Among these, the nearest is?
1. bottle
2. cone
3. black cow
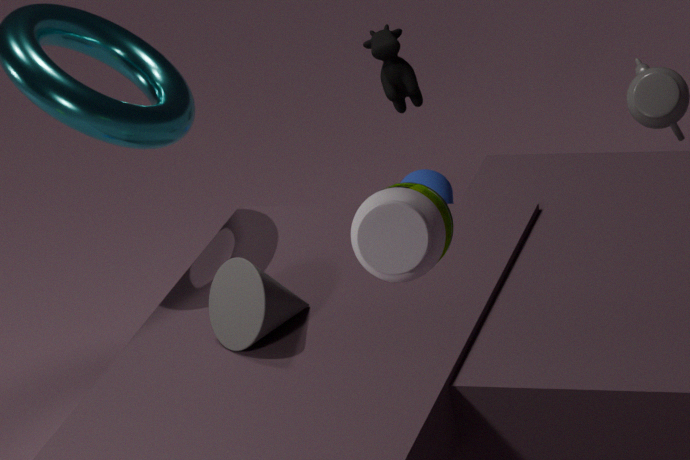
bottle
